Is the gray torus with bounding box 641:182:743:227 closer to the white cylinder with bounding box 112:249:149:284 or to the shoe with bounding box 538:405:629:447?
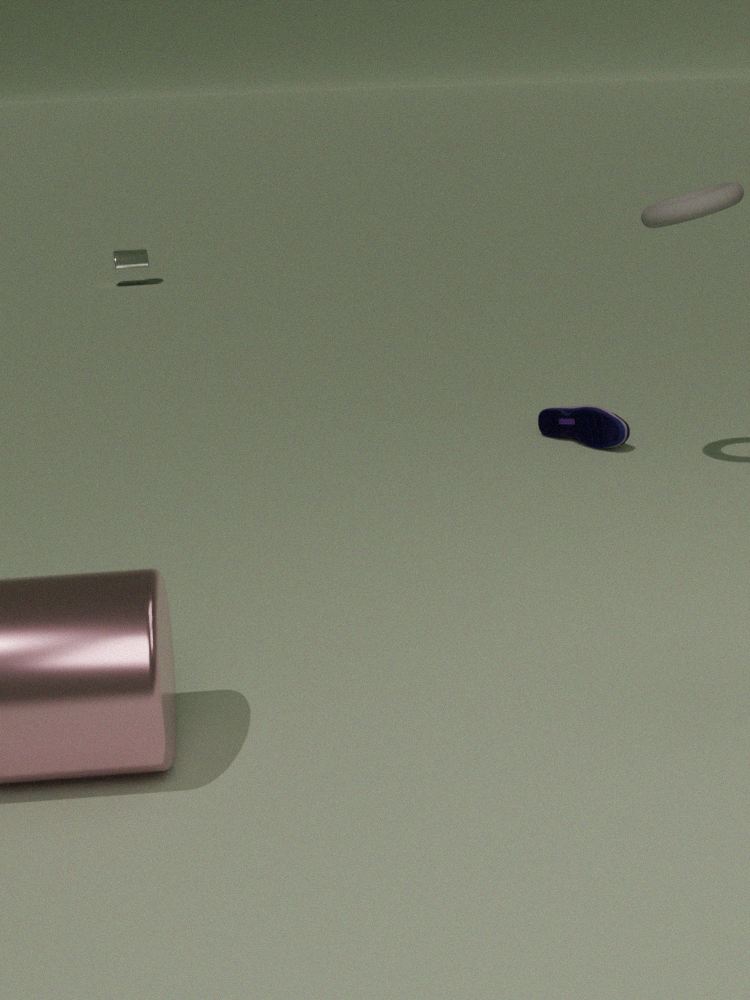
the shoe with bounding box 538:405:629:447
